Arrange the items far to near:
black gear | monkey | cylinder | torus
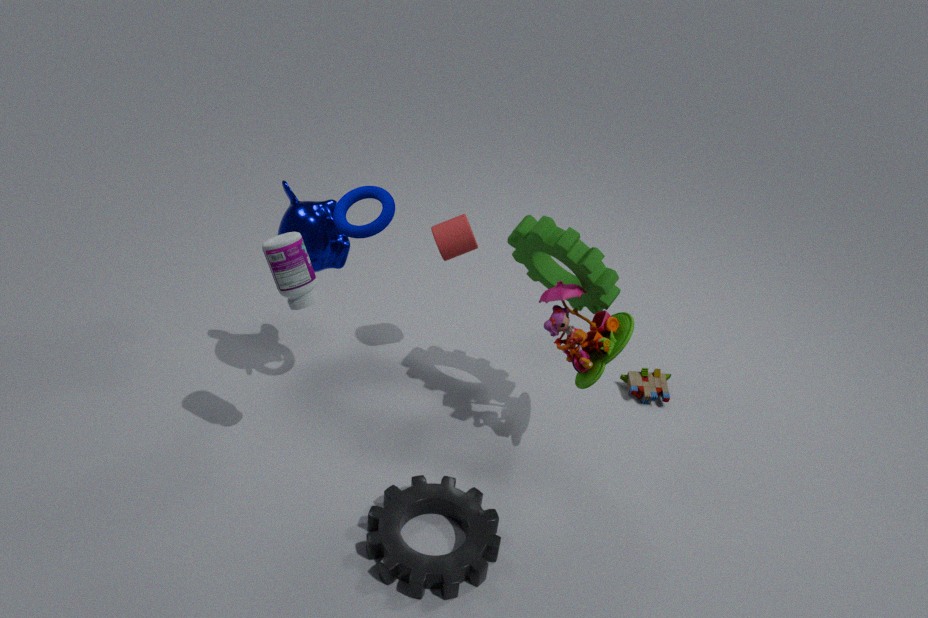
1. cylinder
2. monkey
3. torus
4. black gear
